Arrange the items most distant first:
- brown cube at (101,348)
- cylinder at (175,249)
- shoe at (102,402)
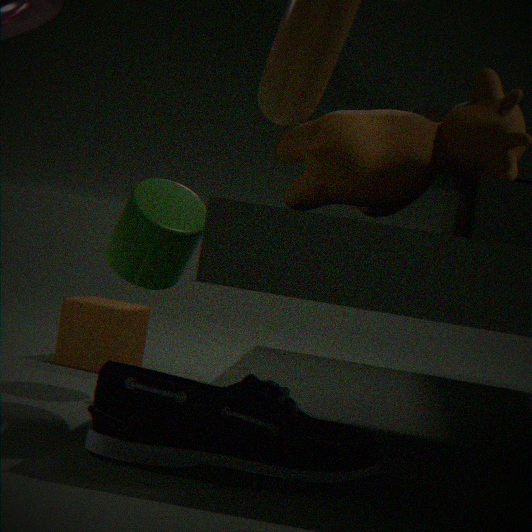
1. brown cube at (101,348)
2. cylinder at (175,249)
3. shoe at (102,402)
